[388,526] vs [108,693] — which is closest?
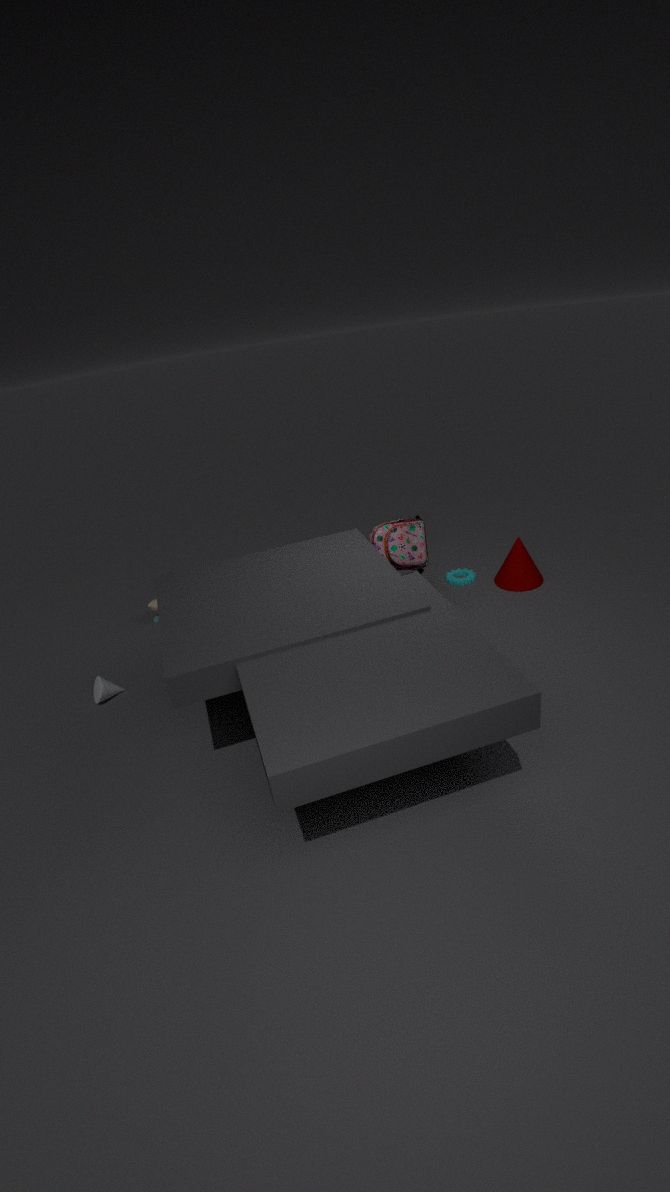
[108,693]
